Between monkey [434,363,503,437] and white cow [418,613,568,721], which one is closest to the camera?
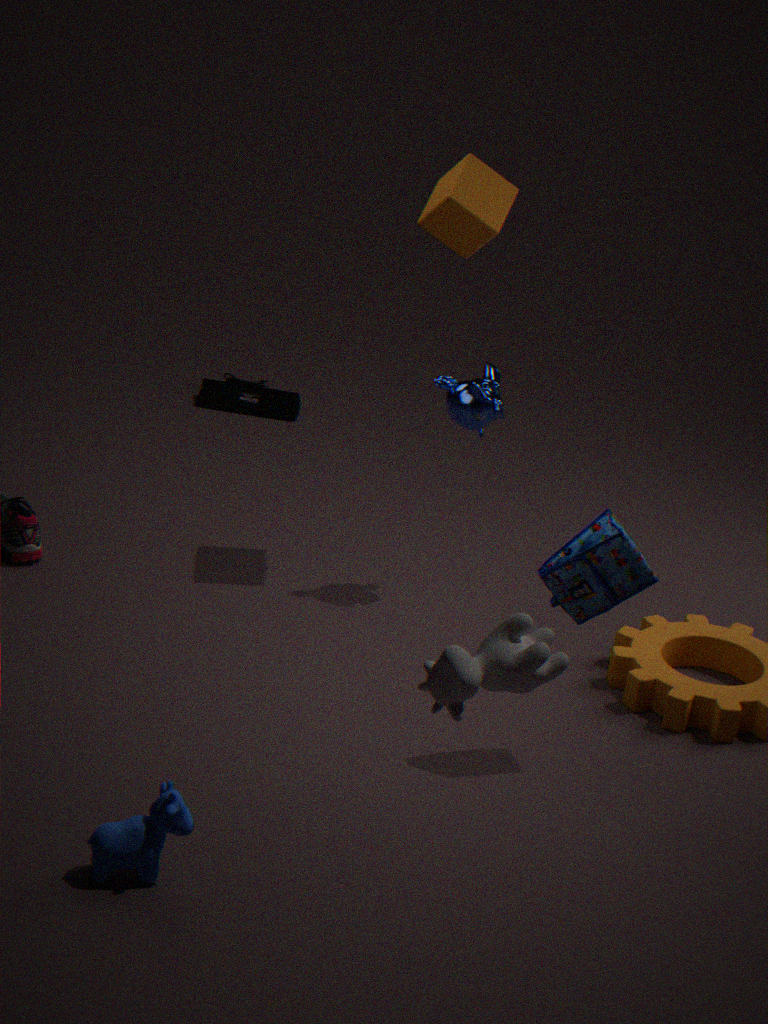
white cow [418,613,568,721]
